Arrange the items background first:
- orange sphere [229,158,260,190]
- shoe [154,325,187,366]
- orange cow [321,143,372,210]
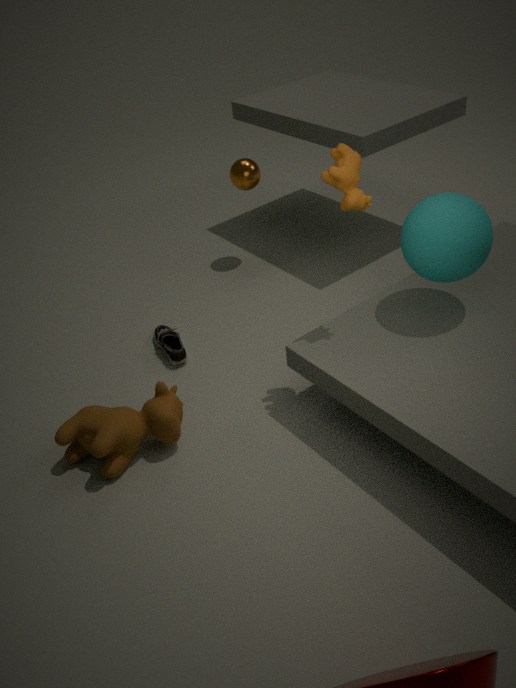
orange sphere [229,158,260,190] → shoe [154,325,187,366] → orange cow [321,143,372,210]
